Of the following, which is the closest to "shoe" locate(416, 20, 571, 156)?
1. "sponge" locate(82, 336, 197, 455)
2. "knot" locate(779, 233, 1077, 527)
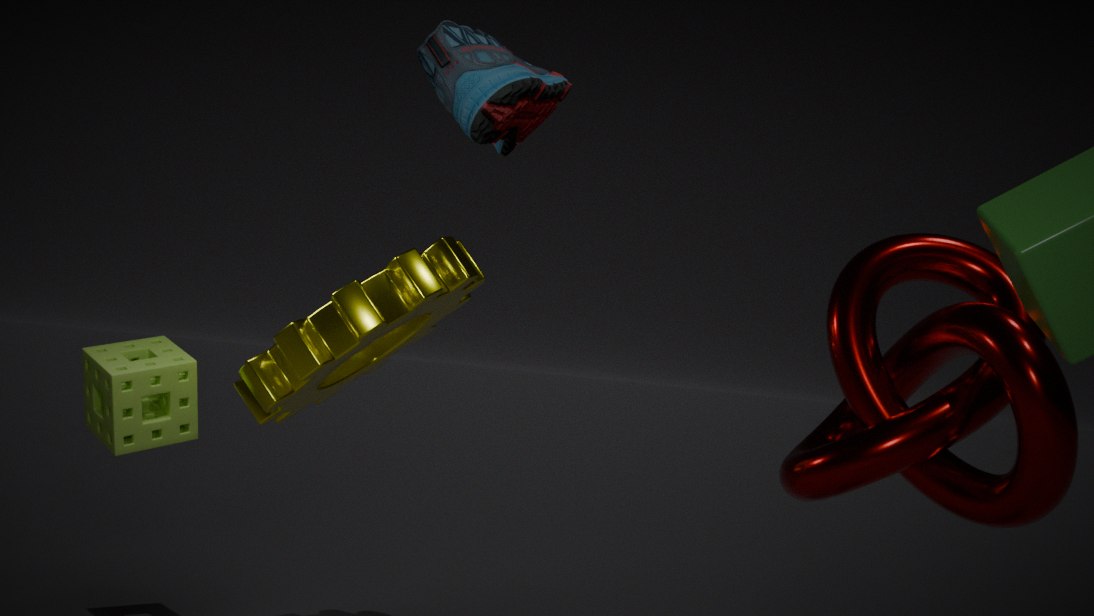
"knot" locate(779, 233, 1077, 527)
